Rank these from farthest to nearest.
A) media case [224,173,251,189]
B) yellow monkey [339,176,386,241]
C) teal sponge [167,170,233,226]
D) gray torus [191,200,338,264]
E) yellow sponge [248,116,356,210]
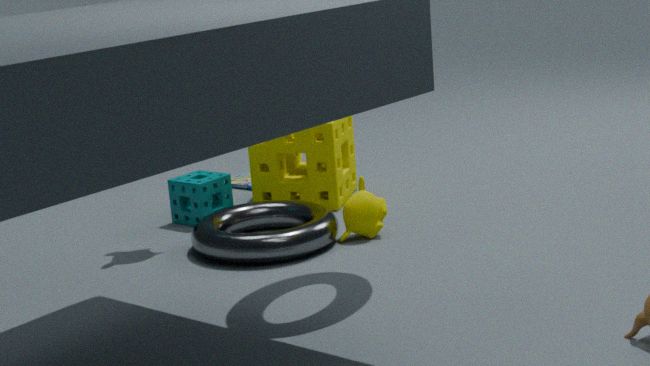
media case [224,173,251,189] → yellow sponge [248,116,356,210] → teal sponge [167,170,233,226] → yellow monkey [339,176,386,241] → gray torus [191,200,338,264]
